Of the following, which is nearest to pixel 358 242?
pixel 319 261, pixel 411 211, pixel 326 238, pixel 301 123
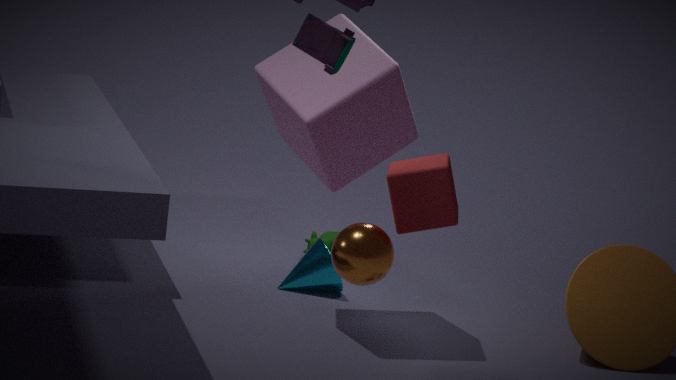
pixel 411 211
